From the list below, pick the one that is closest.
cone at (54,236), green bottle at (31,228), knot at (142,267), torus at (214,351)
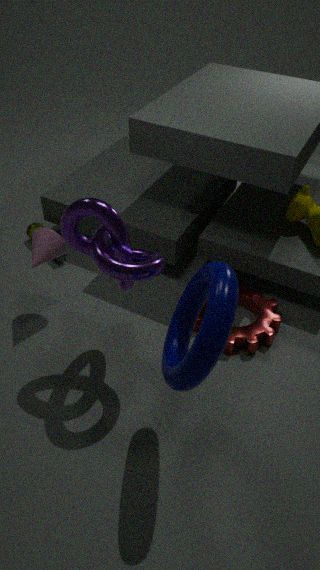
torus at (214,351)
